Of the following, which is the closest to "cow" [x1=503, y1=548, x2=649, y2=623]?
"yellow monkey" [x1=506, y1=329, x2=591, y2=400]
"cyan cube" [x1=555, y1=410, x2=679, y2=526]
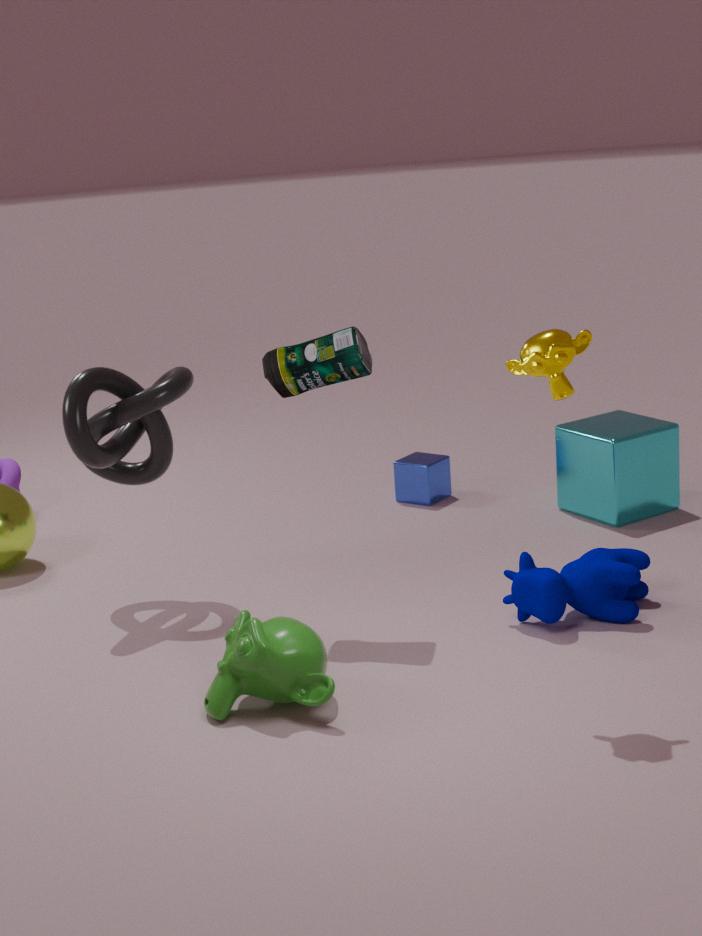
"cyan cube" [x1=555, y1=410, x2=679, y2=526]
